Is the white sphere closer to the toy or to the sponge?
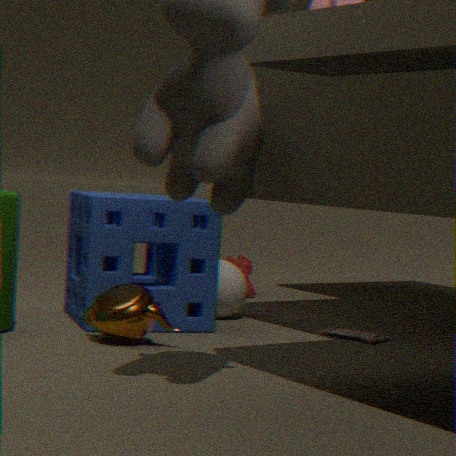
the sponge
